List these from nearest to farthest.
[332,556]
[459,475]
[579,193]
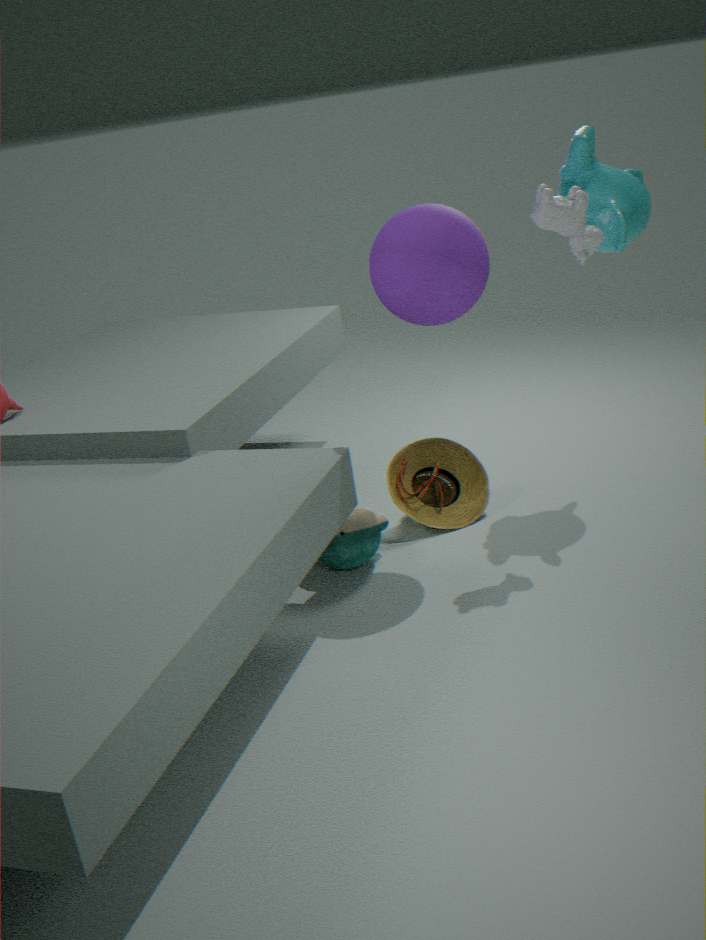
1. [579,193]
2. [332,556]
3. [459,475]
